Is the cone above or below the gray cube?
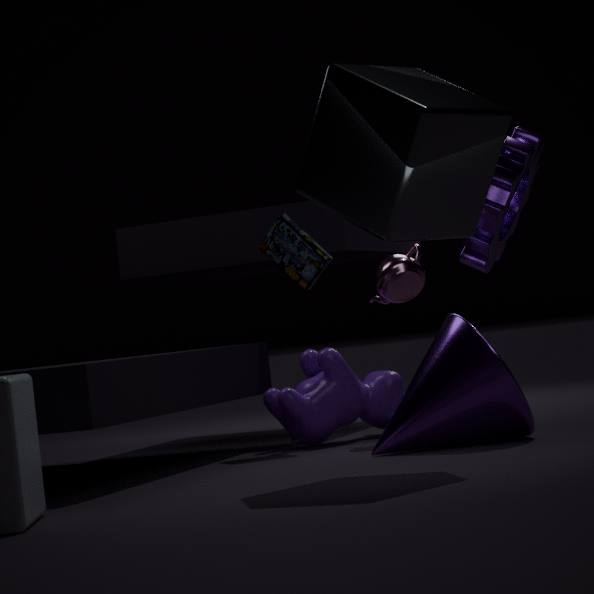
below
